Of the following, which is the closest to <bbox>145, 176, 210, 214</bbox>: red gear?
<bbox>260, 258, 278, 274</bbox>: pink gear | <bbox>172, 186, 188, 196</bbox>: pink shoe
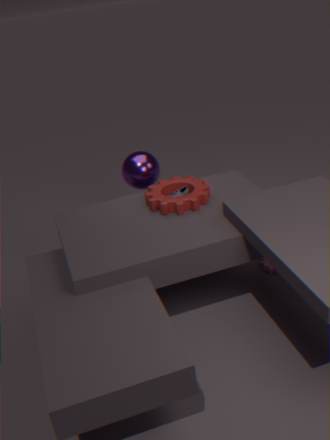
<bbox>172, 186, 188, 196</bbox>: pink shoe
